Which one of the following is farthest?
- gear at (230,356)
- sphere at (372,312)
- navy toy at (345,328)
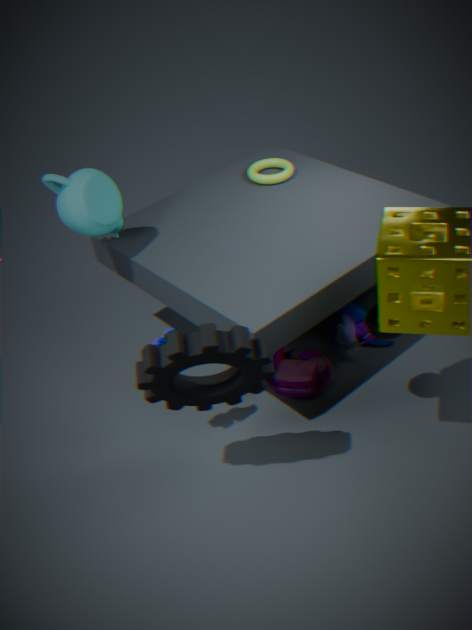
navy toy at (345,328)
